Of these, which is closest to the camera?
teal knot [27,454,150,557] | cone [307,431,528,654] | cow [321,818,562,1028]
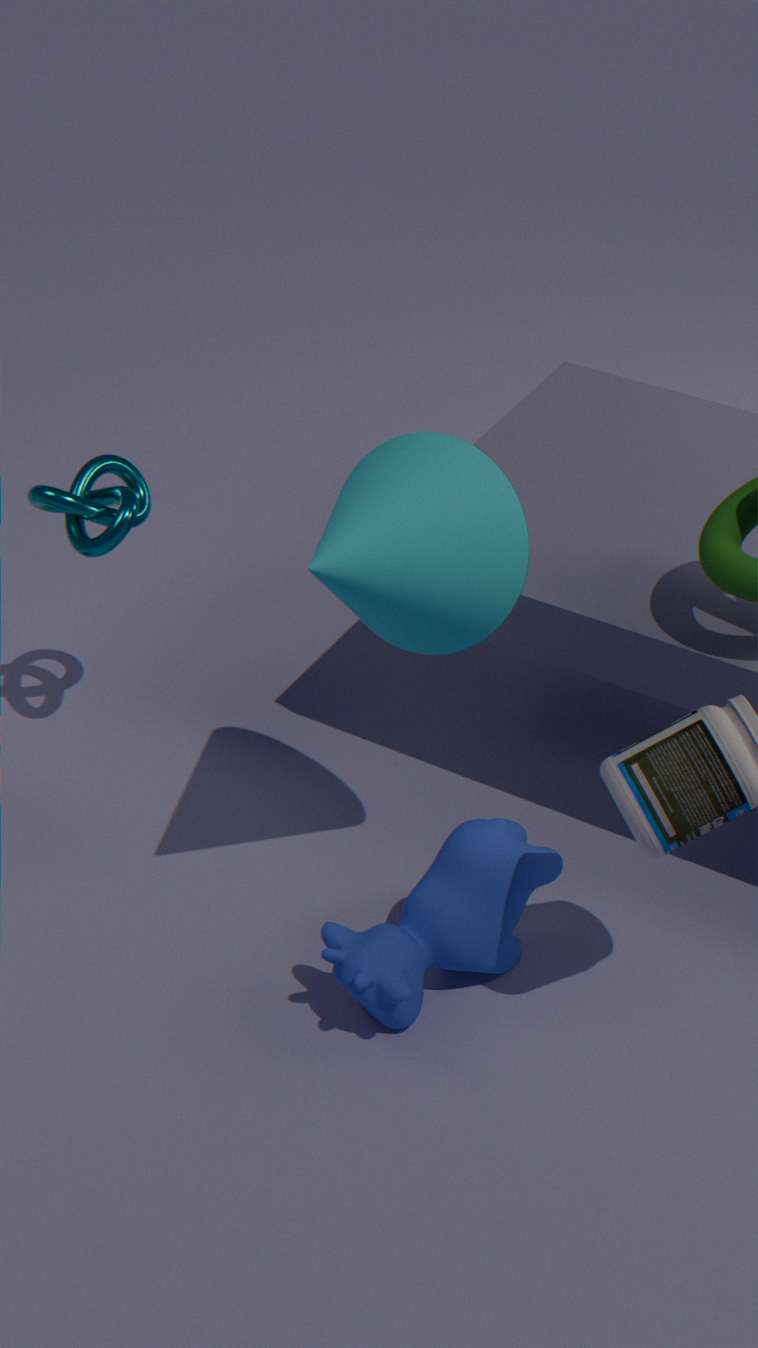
cone [307,431,528,654]
